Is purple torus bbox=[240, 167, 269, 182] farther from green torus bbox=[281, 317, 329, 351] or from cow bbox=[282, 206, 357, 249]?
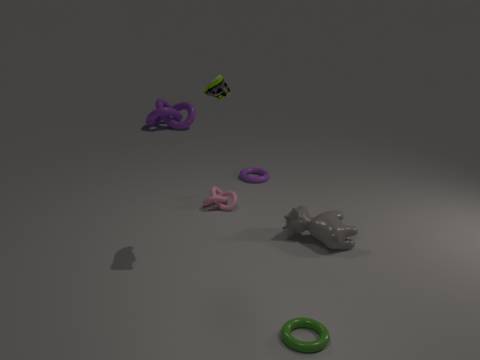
green torus bbox=[281, 317, 329, 351]
